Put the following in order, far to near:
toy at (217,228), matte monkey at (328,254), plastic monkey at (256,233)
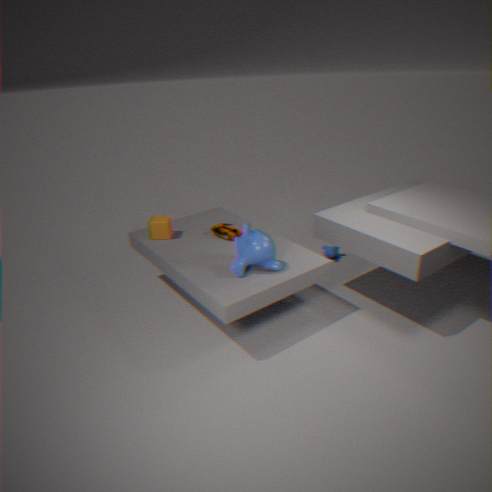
matte monkey at (328,254) → toy at (217,228) → plastic monkey at (256,233)
